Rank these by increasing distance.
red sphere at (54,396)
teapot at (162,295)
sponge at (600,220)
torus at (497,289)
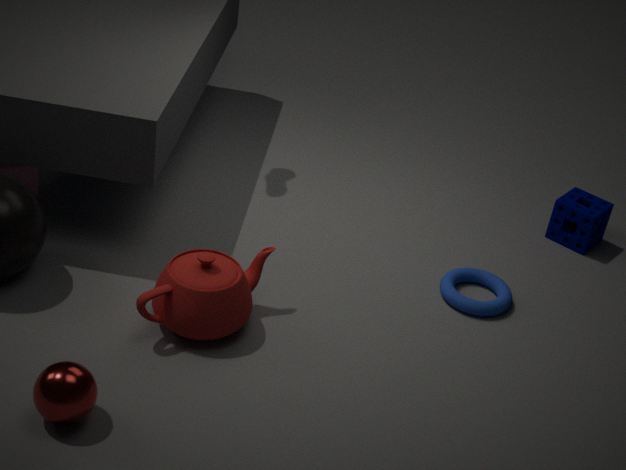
1. red sphere at (54,396)
2. teapot at (162,295)
3. torus at (497,289)
4. sponge at (600,220)
